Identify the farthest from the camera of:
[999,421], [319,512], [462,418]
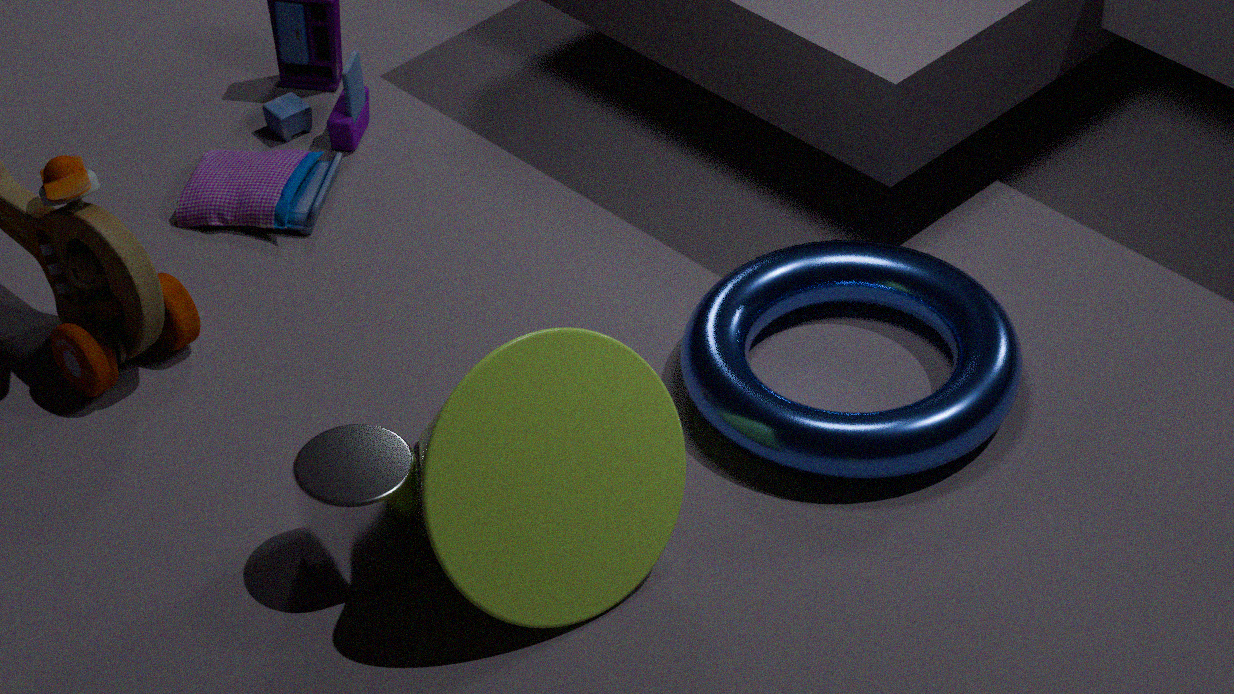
[999,421]
